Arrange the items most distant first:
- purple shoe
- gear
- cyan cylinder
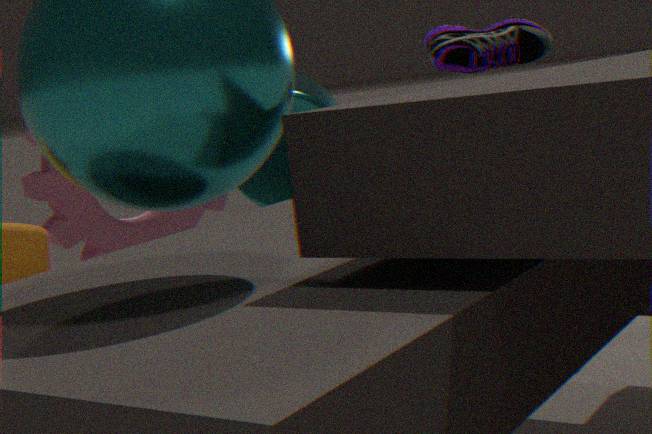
purple shoe < cyan cylinder < gear
